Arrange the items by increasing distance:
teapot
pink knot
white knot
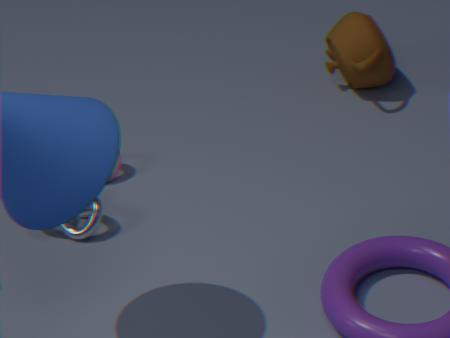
white knot, pink knot, teapot
